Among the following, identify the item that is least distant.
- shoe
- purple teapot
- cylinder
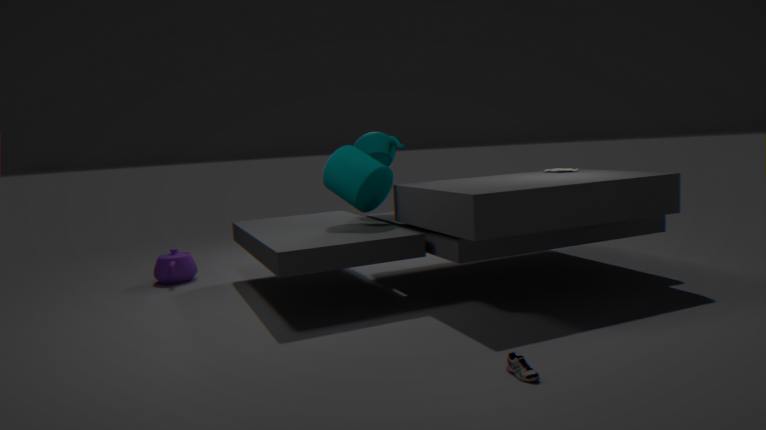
shoe
